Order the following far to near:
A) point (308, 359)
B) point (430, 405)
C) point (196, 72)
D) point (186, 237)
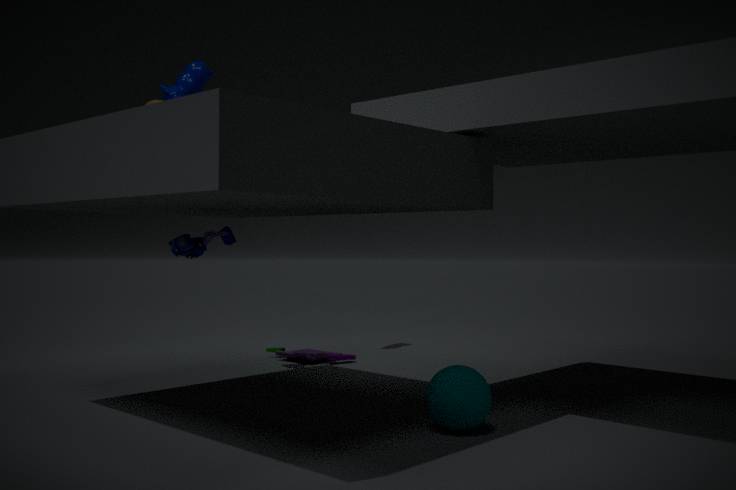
A. point (308, 359), C. point (196, 72), D. point (186, 237), B. point (430, 405)
